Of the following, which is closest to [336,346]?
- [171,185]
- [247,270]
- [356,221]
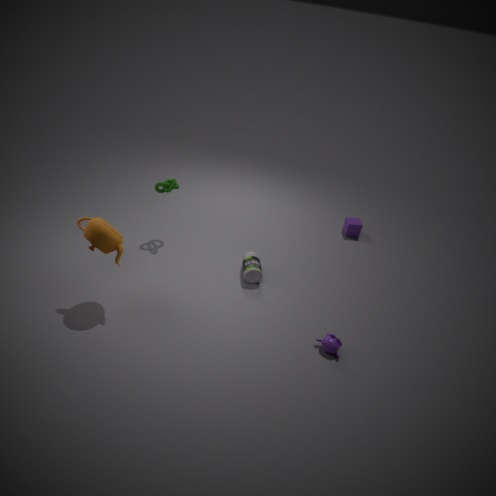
[247,270]
